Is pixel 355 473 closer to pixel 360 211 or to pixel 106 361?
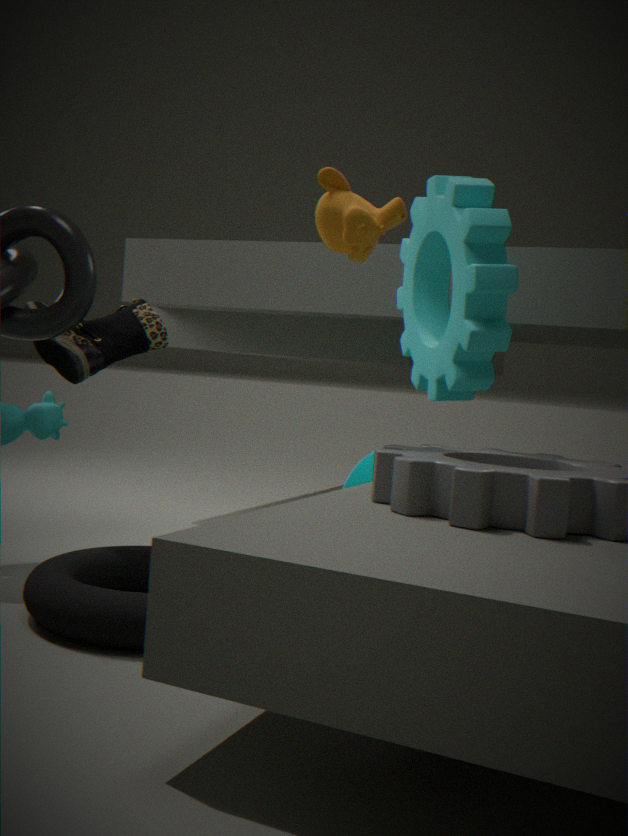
pixel 360 211
